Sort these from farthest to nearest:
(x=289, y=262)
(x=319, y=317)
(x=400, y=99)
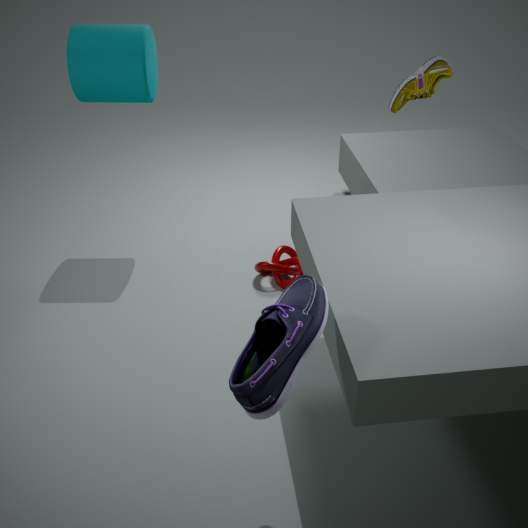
(x=289, y=262), (x=400, y=99), (x=319, y=317)
